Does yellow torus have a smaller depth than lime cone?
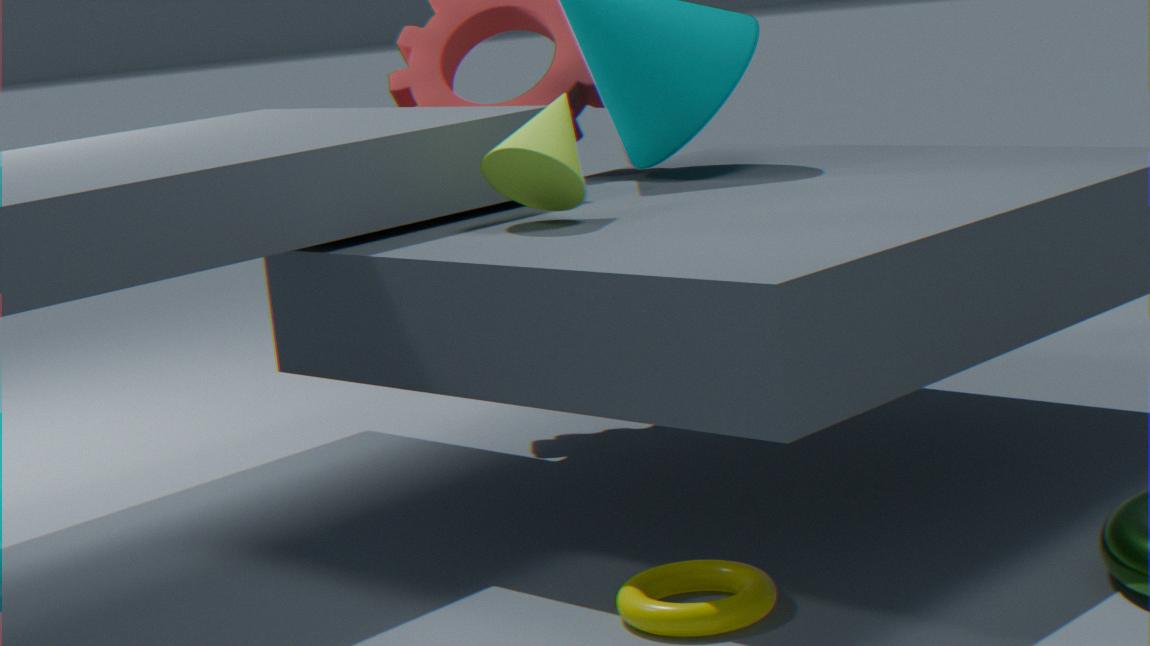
Yes
